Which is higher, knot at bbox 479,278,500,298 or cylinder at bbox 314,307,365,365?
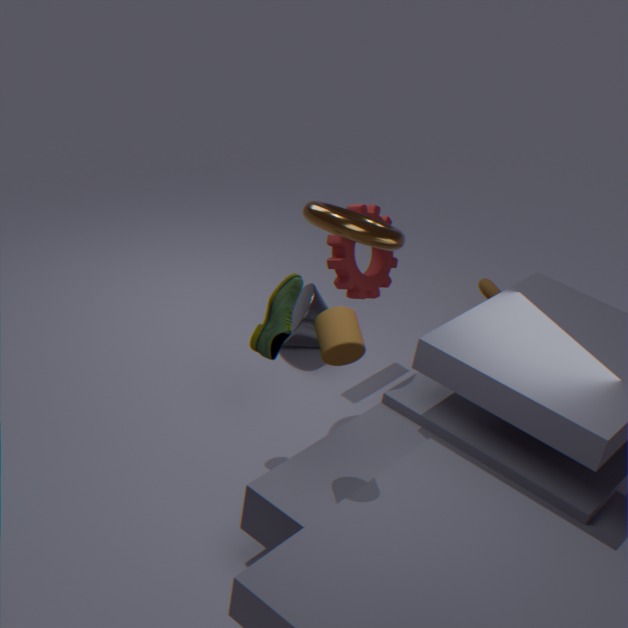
cylinder at bbox 314,307,365,365
